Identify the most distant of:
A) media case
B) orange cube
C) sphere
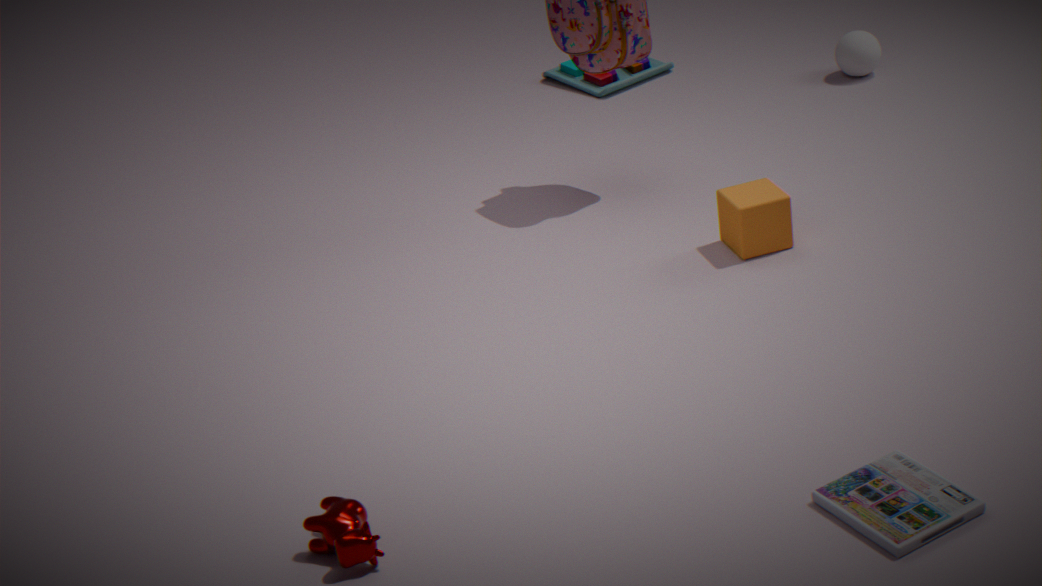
sphere
